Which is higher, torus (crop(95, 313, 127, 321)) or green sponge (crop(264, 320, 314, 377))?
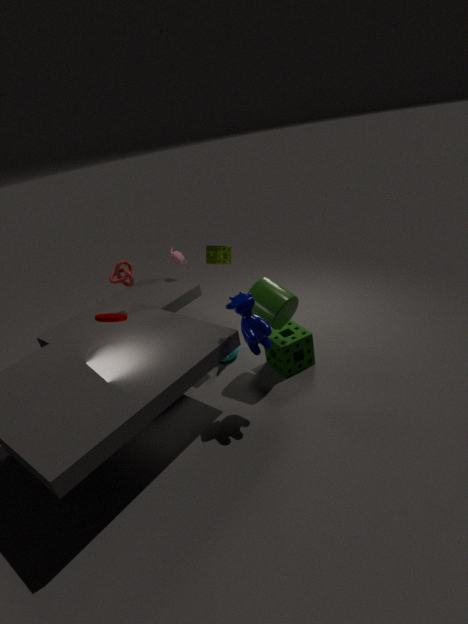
torus (crop(95, 313, 127, 321))
